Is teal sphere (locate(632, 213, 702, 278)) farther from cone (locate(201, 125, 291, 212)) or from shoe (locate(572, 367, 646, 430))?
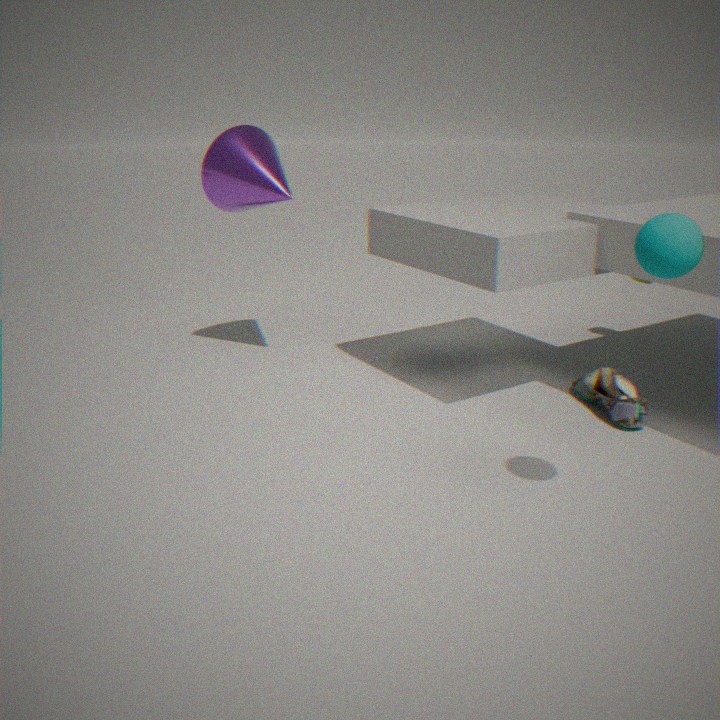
cone (locate(201, 125, 291, 212))
